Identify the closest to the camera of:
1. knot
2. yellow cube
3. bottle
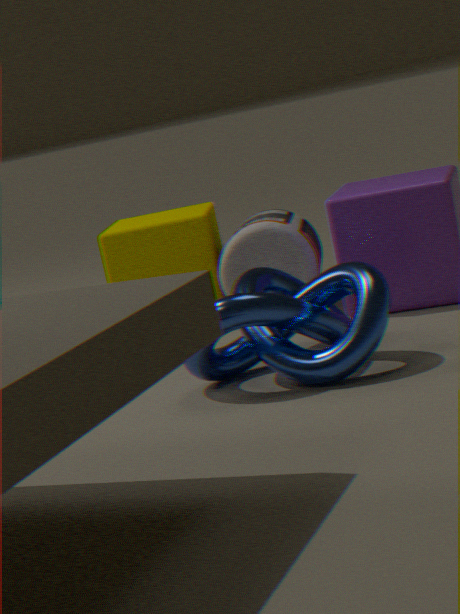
knot
